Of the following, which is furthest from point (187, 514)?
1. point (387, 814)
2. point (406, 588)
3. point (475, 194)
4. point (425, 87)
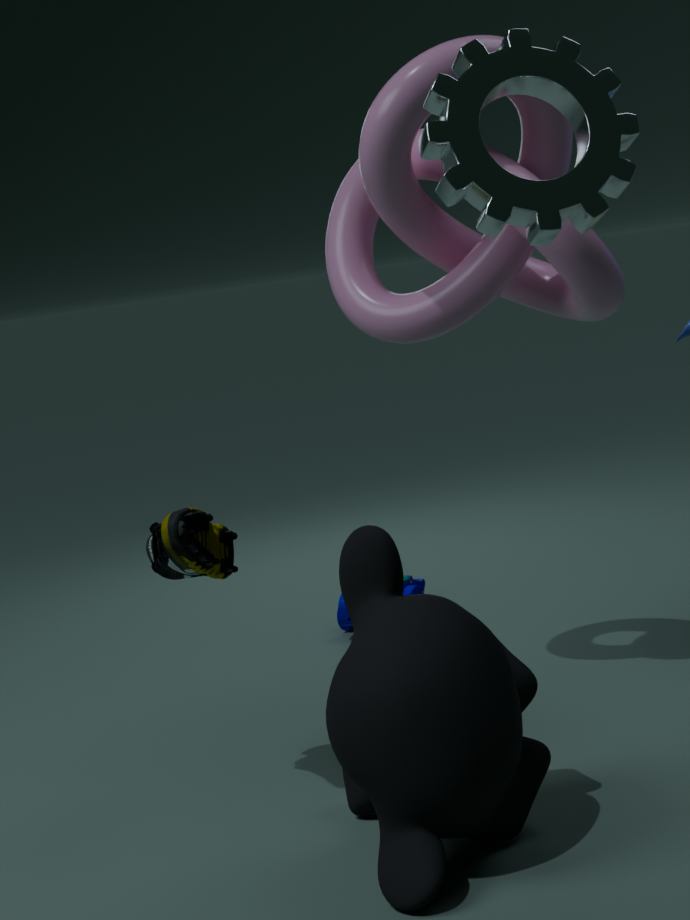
point (406, 588)
